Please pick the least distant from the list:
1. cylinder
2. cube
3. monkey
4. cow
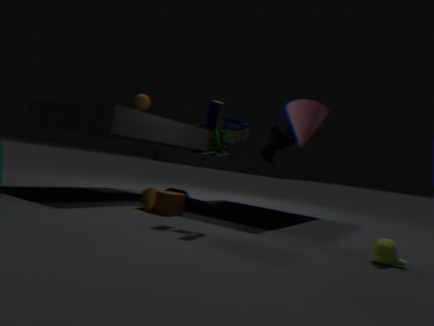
monkey
